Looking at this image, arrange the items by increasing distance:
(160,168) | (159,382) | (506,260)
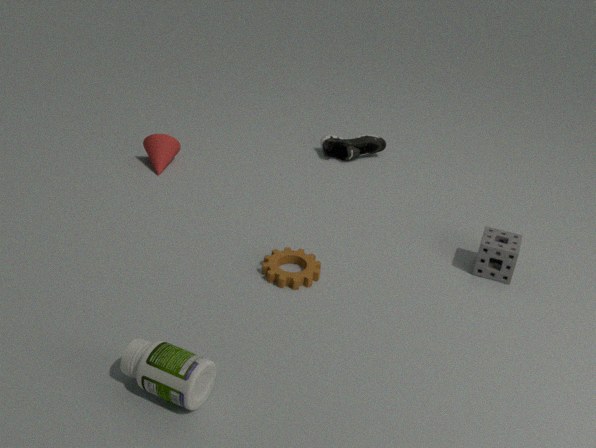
(159,382) → (506,260) → (160,168)
